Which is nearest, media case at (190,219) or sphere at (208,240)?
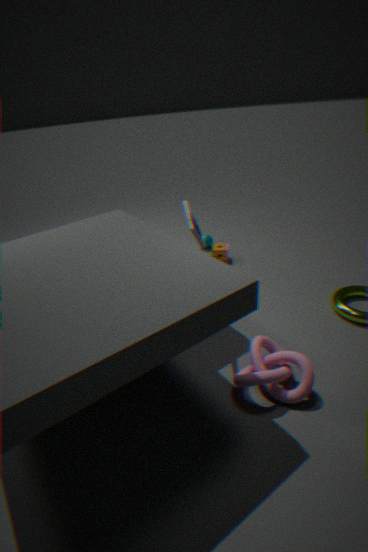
media case at (190,219)
